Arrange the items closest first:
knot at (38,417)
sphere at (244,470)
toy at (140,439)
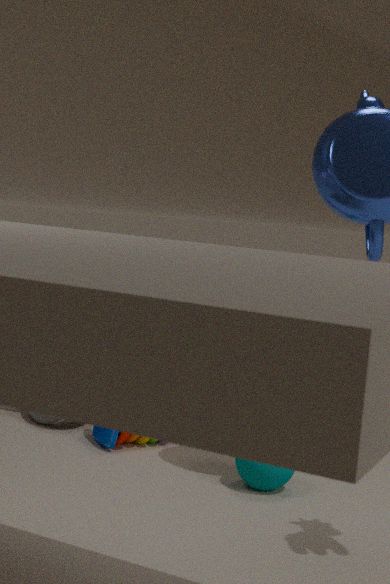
sphere at (244,470)
toy at (140,439)
knot at (38,417)
